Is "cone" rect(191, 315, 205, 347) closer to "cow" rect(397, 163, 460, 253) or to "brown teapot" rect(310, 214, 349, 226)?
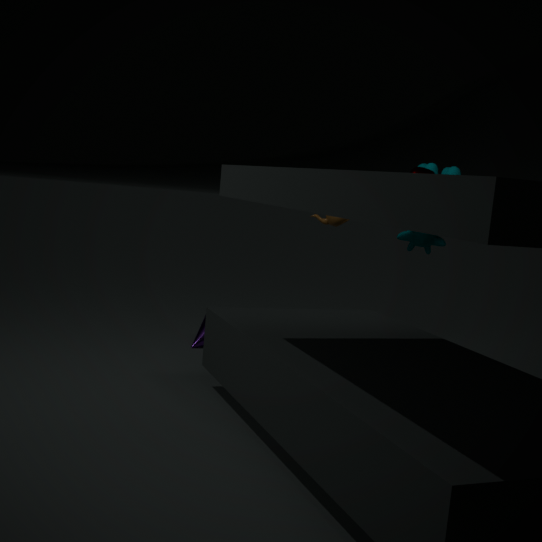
"brown teapot" rect(310, 214, 349, 226)
